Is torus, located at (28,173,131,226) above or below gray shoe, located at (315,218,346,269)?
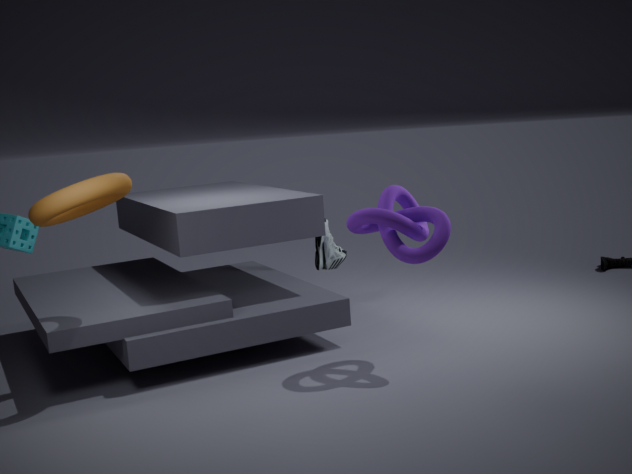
above
